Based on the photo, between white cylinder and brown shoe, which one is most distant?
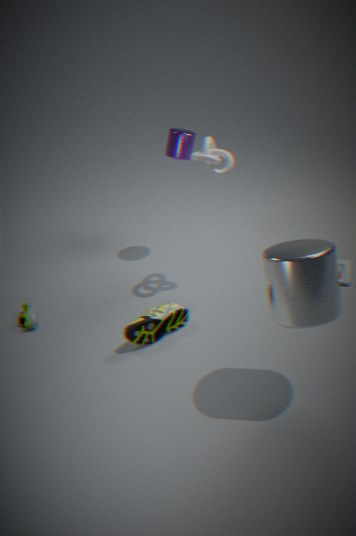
brown shoe
